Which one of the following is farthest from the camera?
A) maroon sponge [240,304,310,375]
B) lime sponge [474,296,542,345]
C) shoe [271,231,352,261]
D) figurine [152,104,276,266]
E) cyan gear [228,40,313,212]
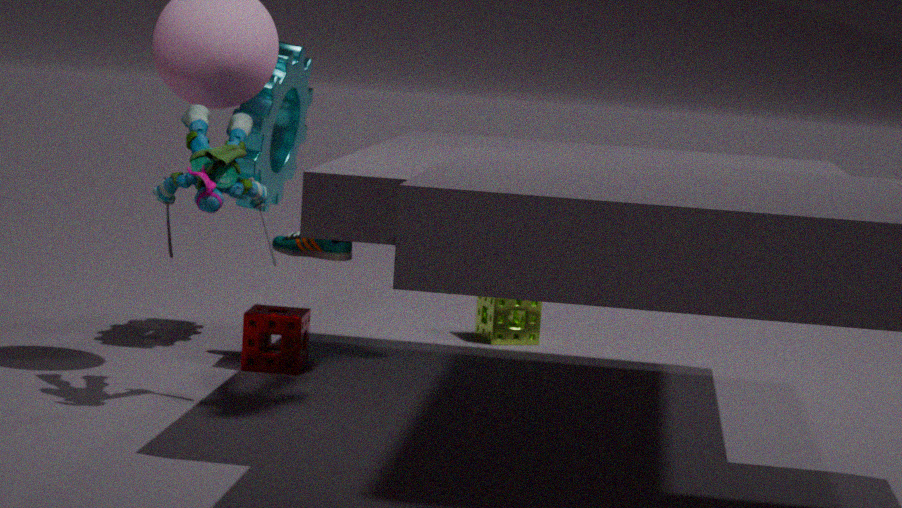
lime sponge [474,296,542,345]
